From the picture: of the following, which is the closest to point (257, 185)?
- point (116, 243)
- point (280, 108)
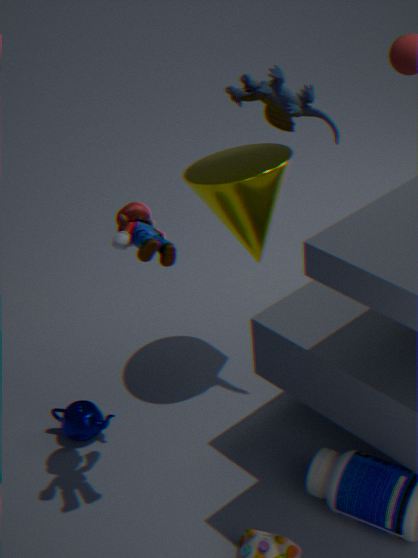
point (280, 108)
